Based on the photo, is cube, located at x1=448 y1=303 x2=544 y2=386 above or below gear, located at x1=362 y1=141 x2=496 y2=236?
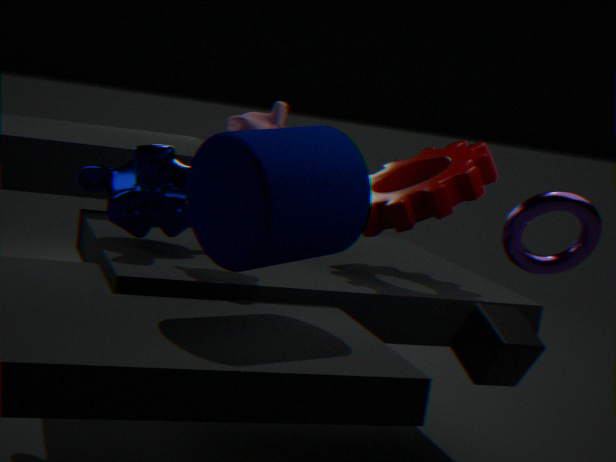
below
